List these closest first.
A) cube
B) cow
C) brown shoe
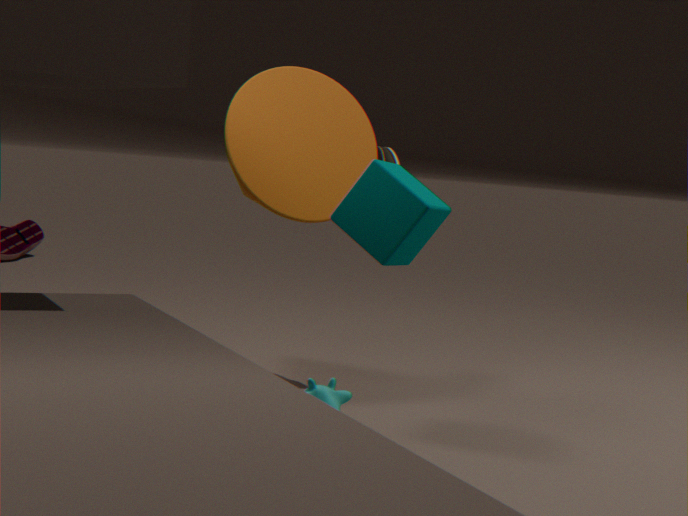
1. cow
2. cube
3. brown shoe
